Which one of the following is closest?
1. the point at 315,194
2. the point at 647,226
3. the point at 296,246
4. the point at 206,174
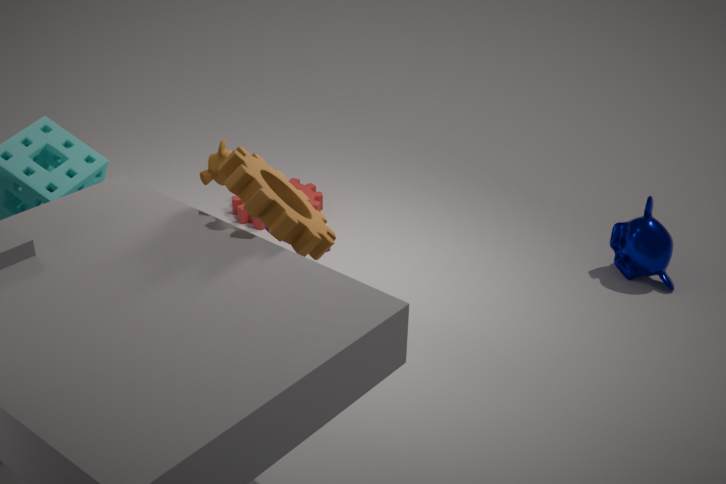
the point at 296,246
